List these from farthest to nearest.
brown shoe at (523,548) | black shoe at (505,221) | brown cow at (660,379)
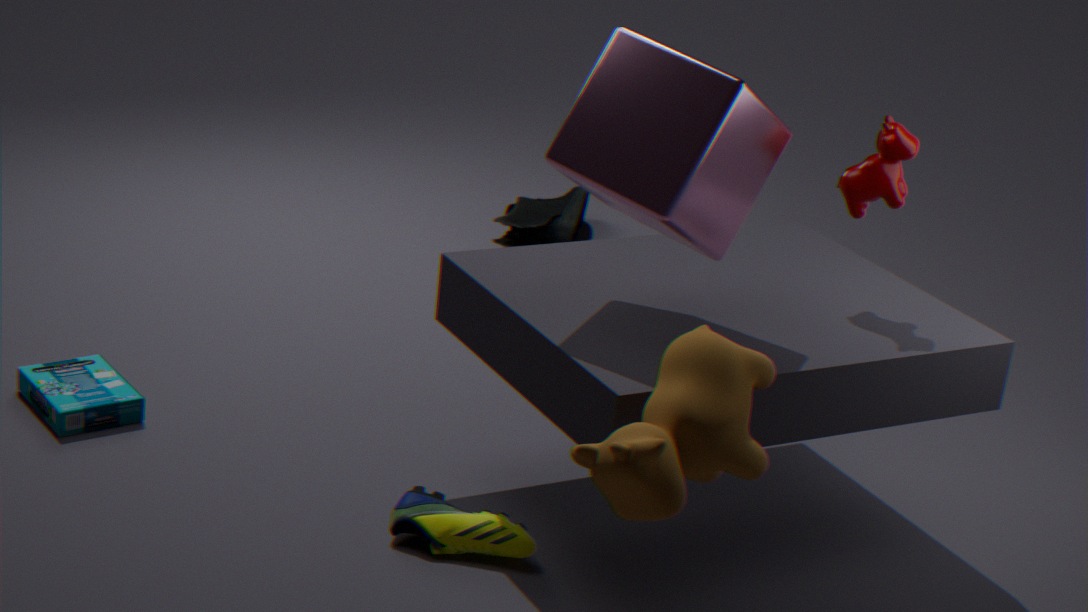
black shoe at (505,221) → brown shoe at (523,548) → brown cow at (660,379)
